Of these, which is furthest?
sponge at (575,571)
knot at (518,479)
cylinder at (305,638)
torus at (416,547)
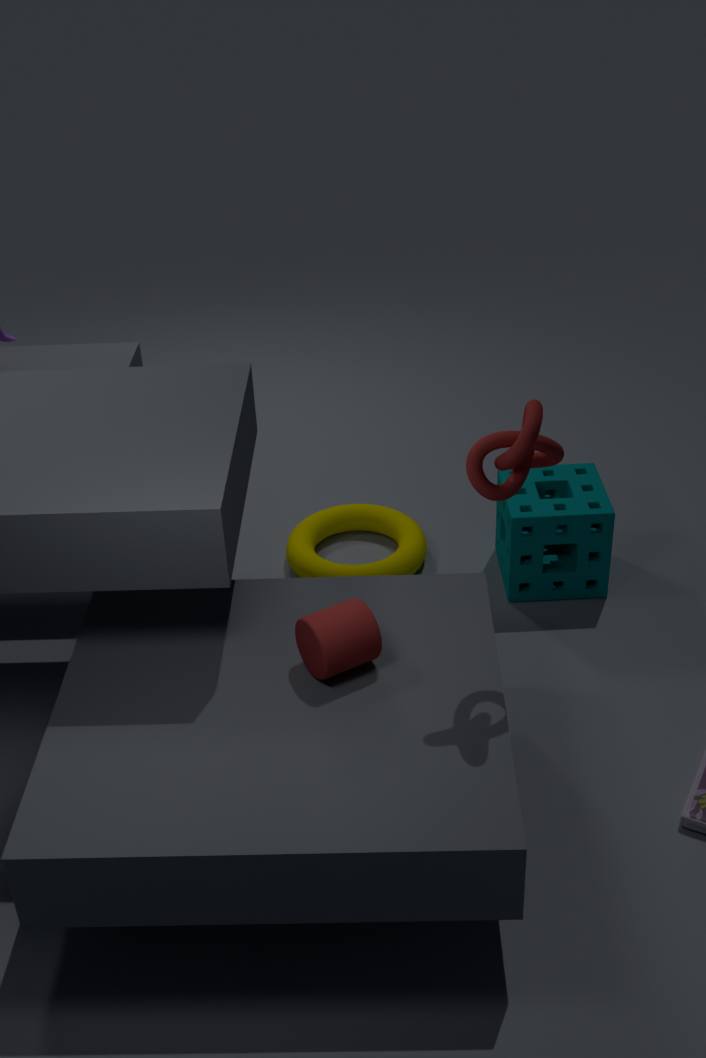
torus at (416,547)
